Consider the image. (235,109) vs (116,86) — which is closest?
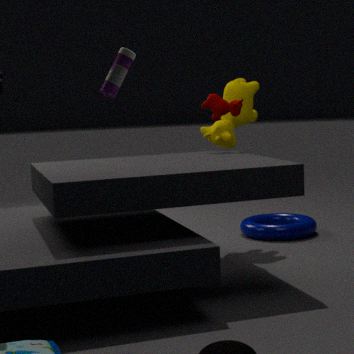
(116,86)
